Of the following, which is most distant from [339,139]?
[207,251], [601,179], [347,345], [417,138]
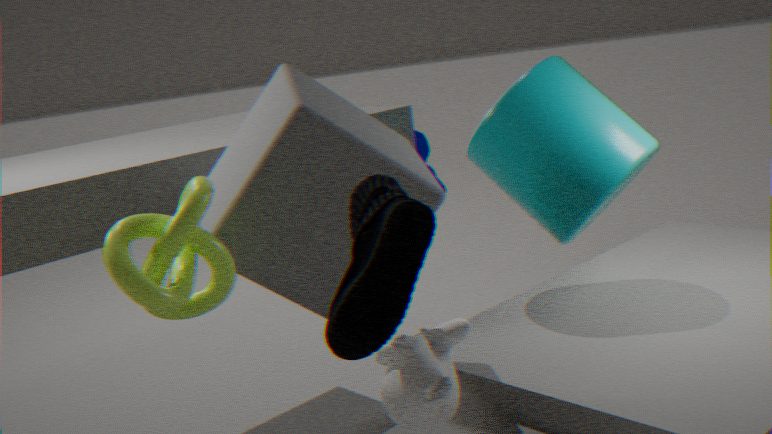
[417,138]
